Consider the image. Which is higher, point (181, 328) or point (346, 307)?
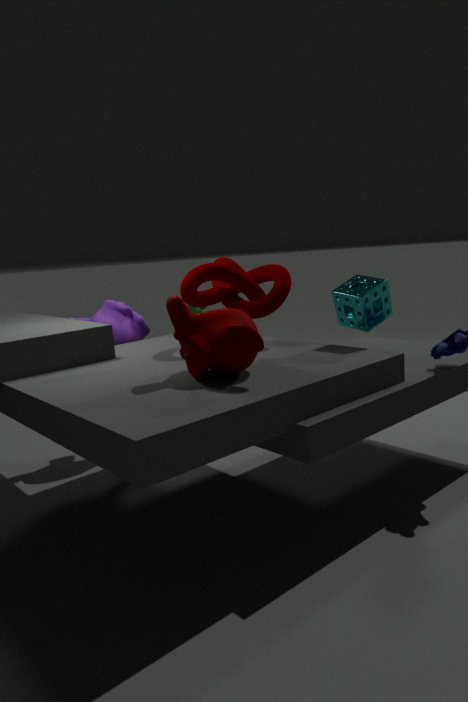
point (346, 307)
